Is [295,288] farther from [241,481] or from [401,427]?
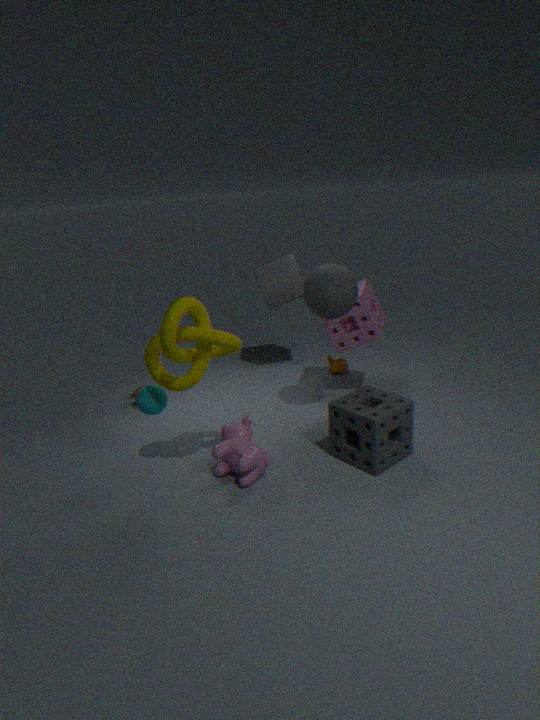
[241,481]
